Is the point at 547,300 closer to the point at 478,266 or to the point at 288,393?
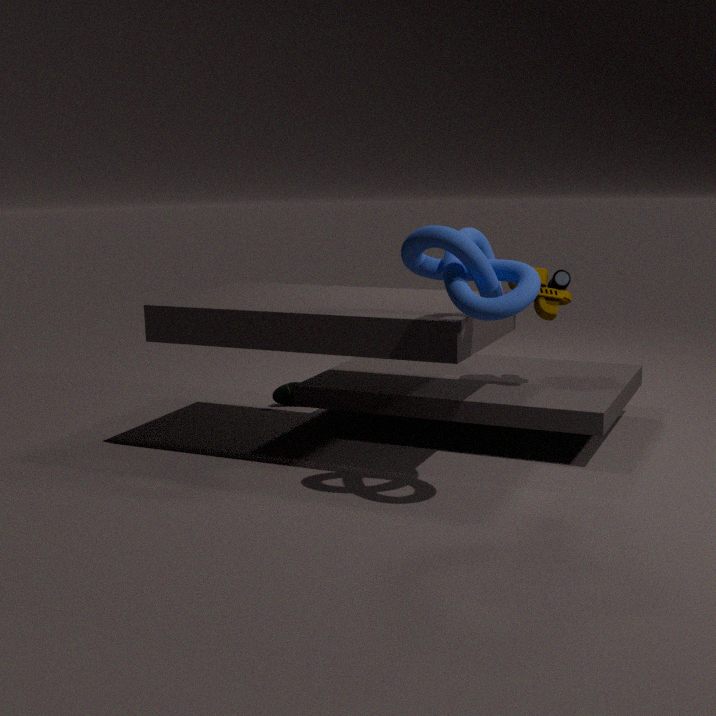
the point at 478,266
